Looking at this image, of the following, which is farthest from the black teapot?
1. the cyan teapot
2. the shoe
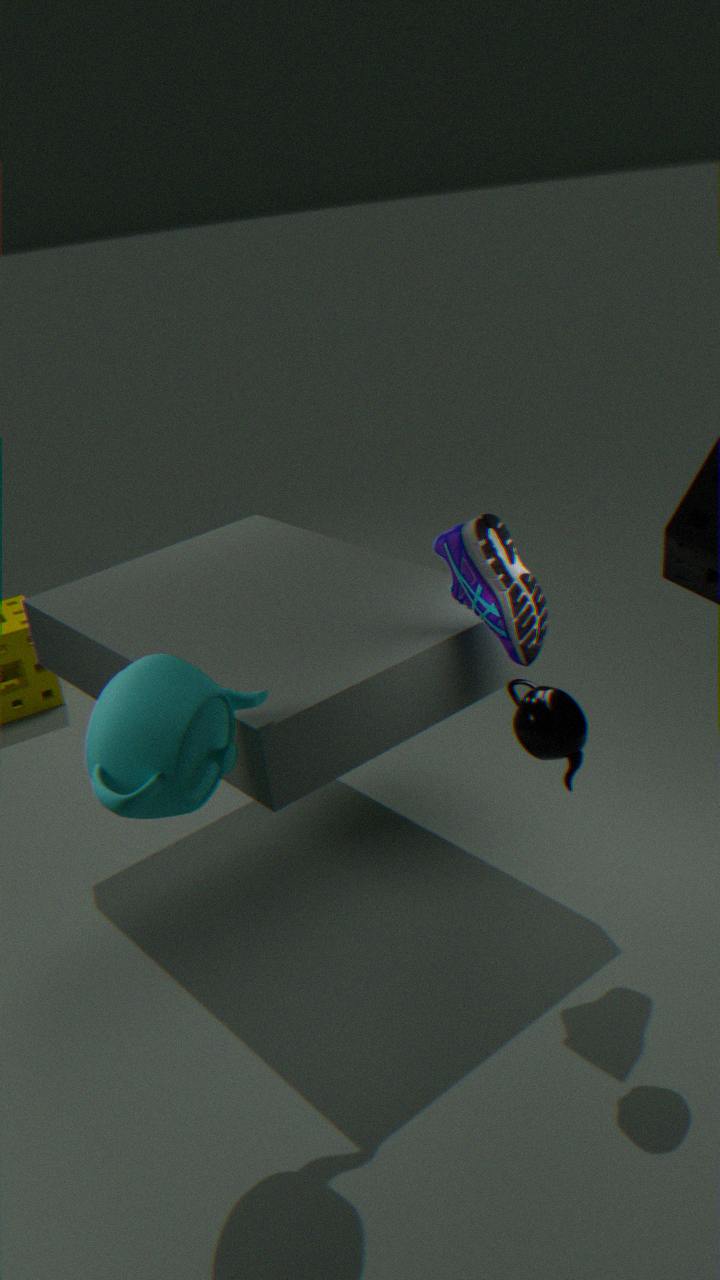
the cyan teapot
